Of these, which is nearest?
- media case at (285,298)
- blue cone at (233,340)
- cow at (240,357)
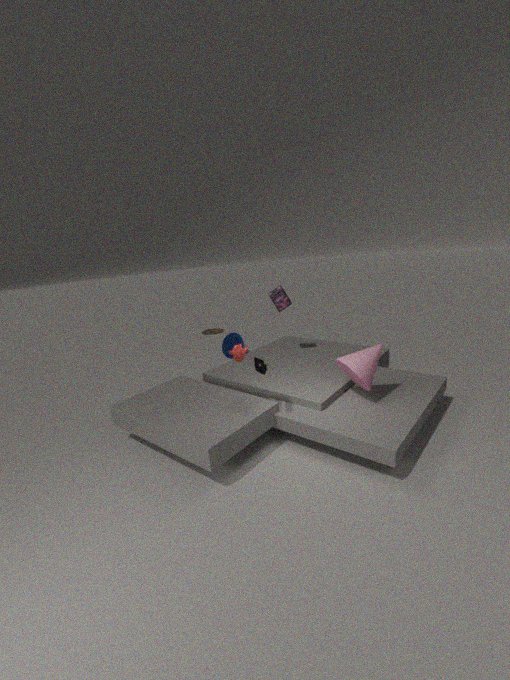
cow at (240,357)
